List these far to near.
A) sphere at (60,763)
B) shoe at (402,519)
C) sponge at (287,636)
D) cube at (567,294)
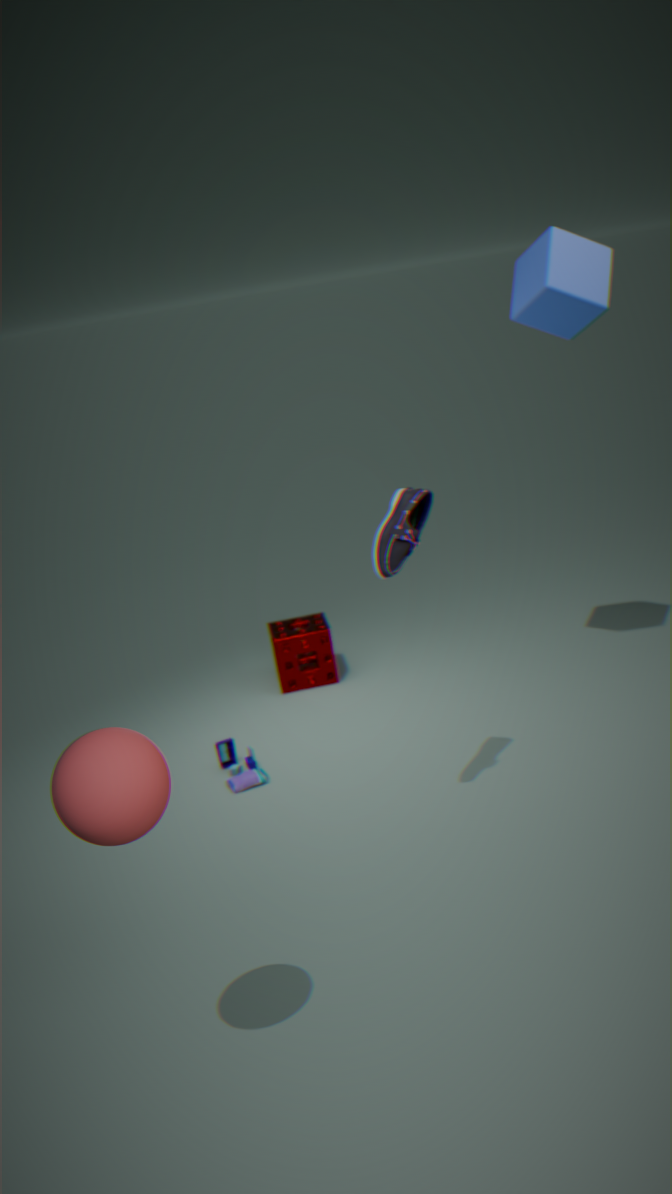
C. sponge at (287,636) < D. cube at (567,294) < B. shoe at (402,519) < A. sphere at (60,763)
